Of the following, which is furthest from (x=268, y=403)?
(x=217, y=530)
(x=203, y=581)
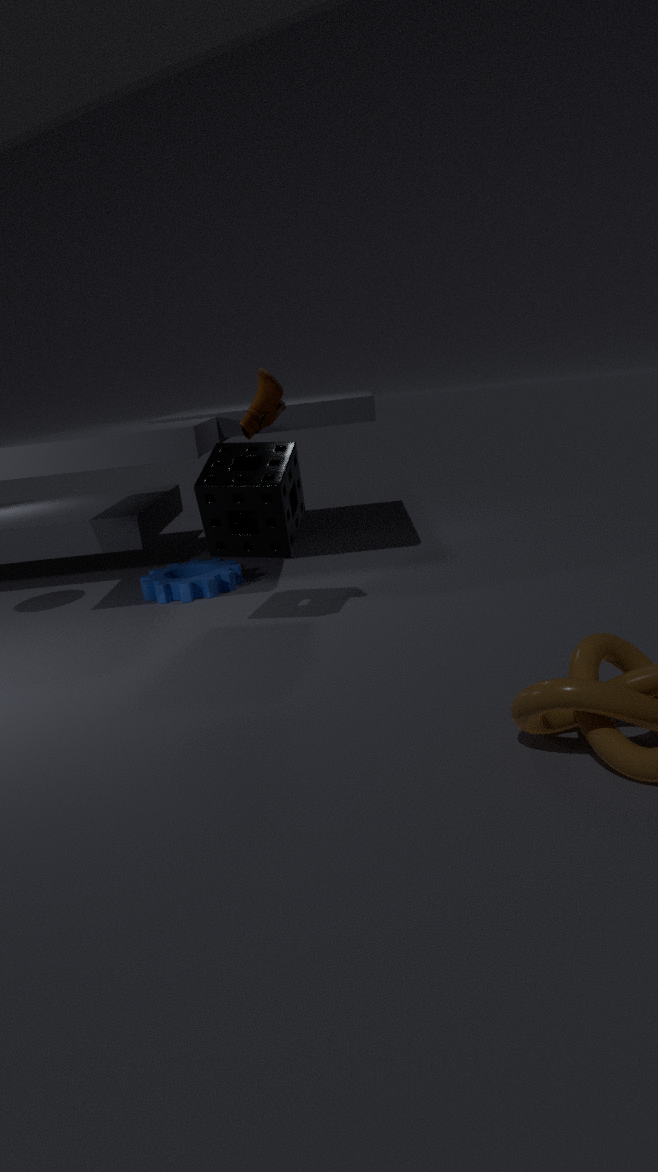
(x=203, y=581)
